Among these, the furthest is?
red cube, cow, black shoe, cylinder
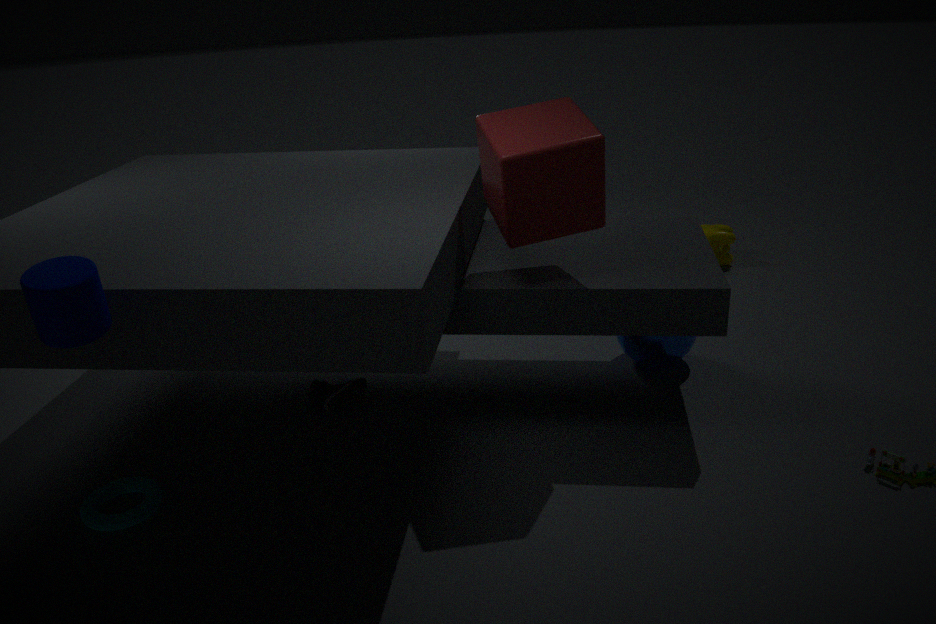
cow
